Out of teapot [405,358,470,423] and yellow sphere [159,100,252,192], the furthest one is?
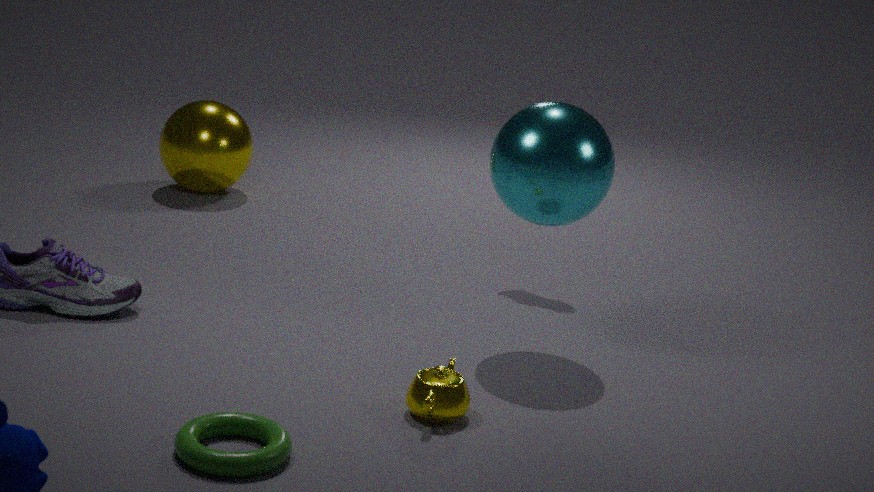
yellow sphere [159,100,252,192]
